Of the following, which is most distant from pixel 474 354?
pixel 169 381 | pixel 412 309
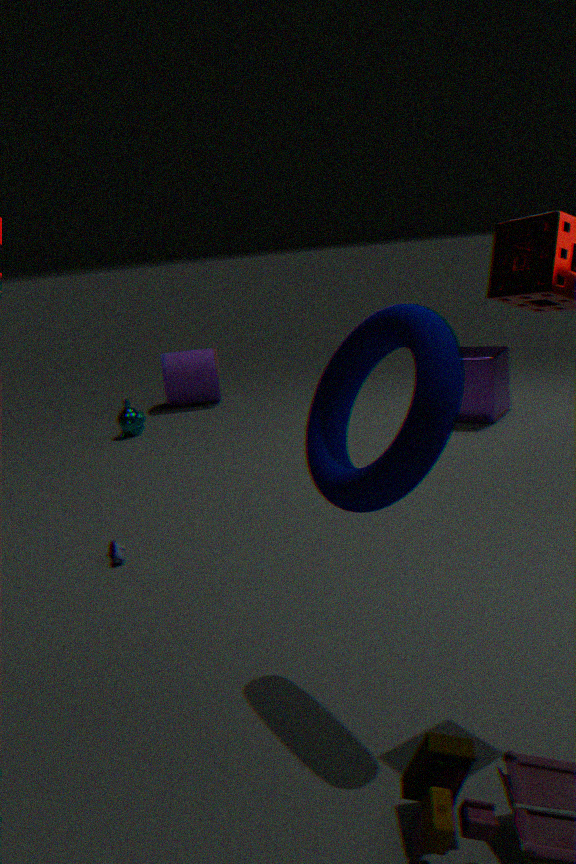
pixel 412 309
